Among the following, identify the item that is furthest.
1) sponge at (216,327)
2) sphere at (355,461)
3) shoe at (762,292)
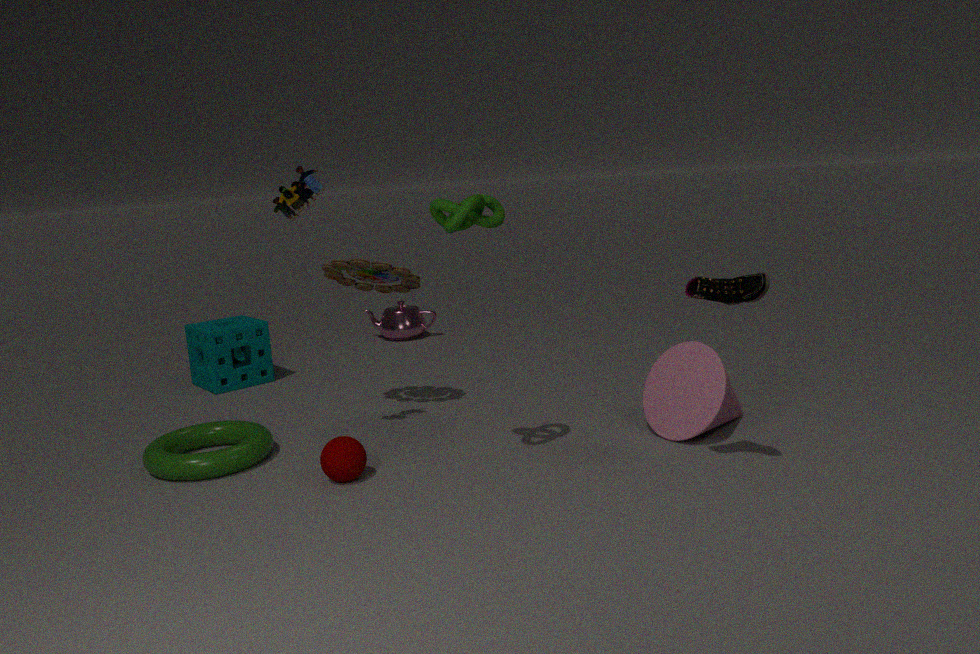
1. sponge at (216,327)
